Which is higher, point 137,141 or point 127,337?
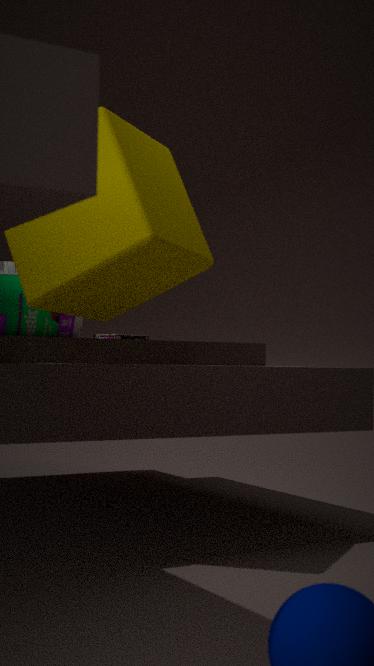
point 137,141
